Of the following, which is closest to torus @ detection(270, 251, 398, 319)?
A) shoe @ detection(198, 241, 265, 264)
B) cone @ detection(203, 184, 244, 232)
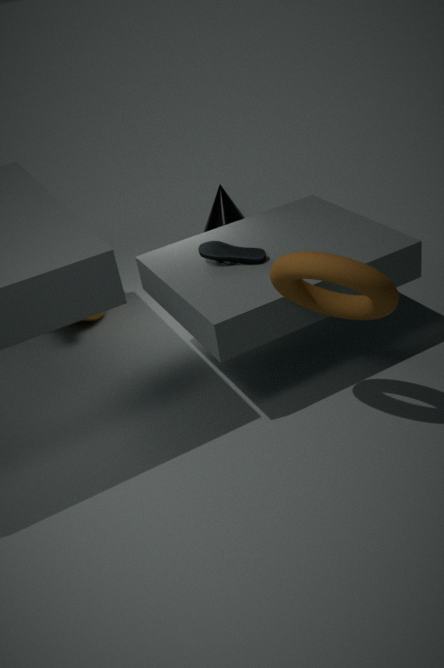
shoe @ detection(198, 241, 265, 264)
